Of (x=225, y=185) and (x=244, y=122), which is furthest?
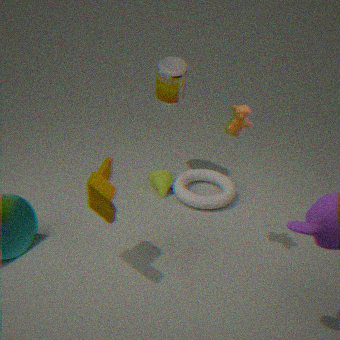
(x=225, y=185)
